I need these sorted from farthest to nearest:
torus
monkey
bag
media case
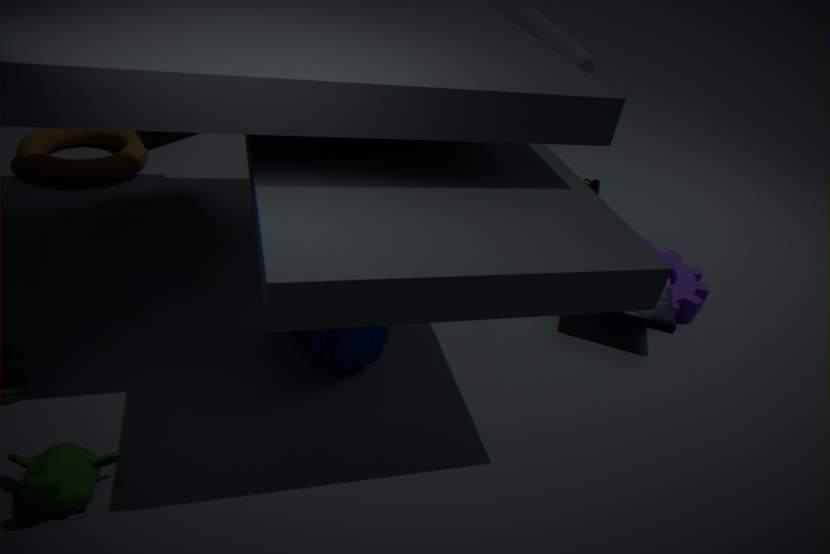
torus → media case → bag → monkey
